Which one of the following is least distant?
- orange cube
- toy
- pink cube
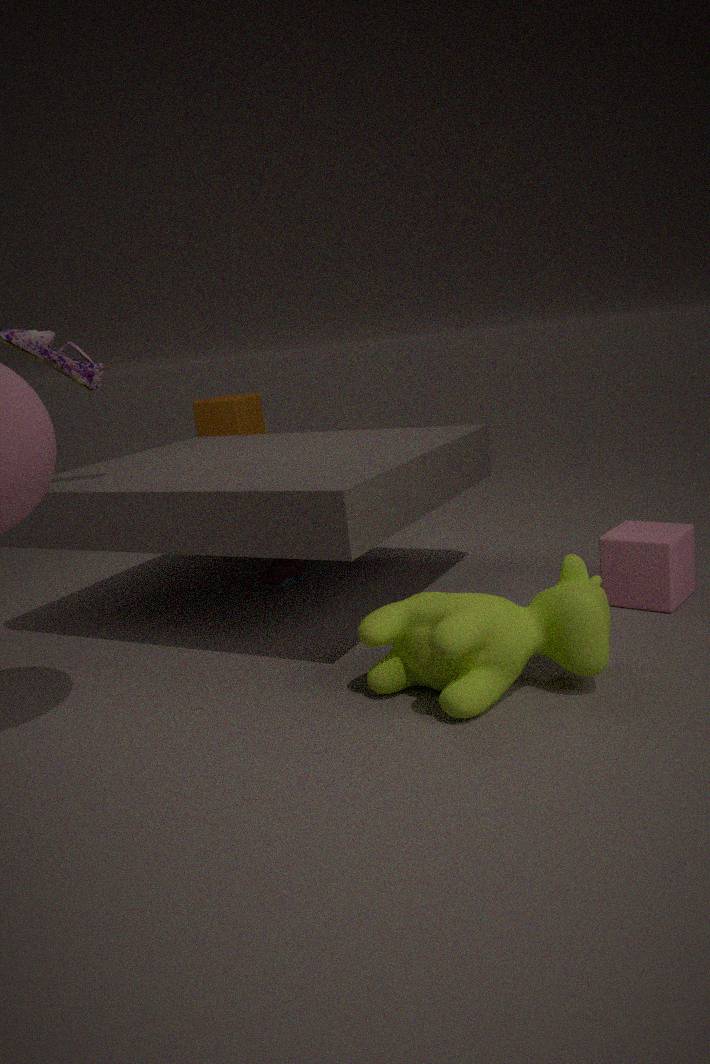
pink cube
